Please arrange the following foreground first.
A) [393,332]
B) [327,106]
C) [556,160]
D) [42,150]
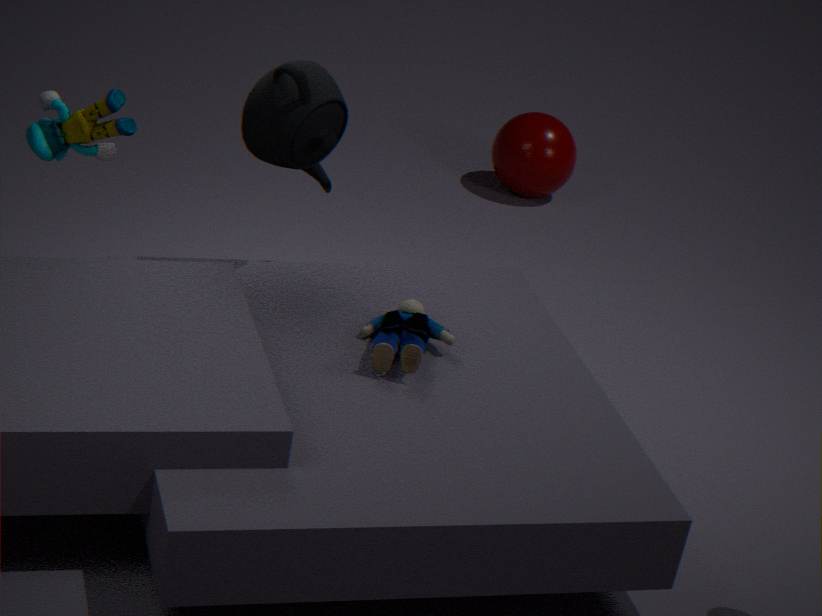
[393,332] < [327,106] < [42,150] < [556,160]
